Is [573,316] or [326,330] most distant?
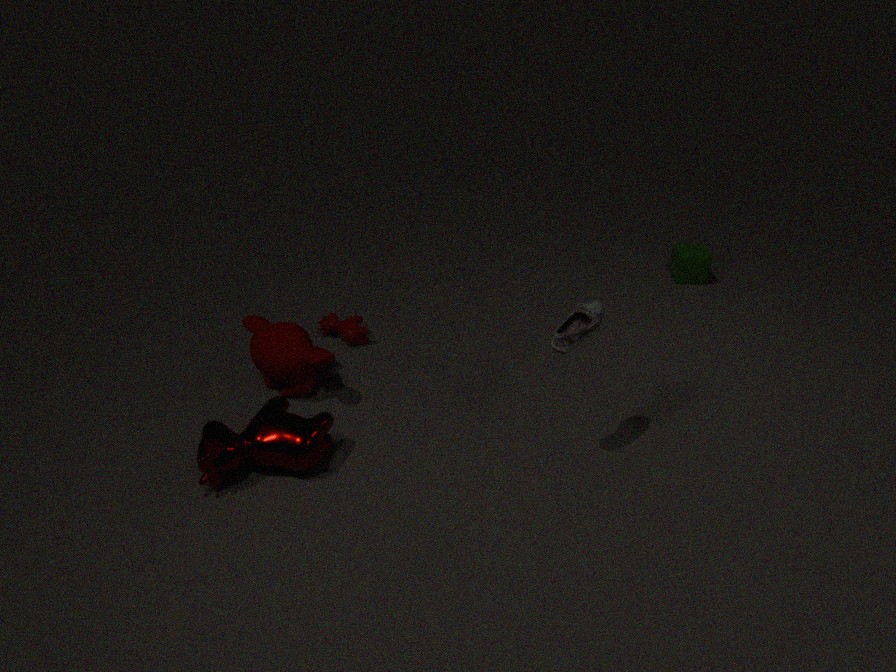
[326,330]
